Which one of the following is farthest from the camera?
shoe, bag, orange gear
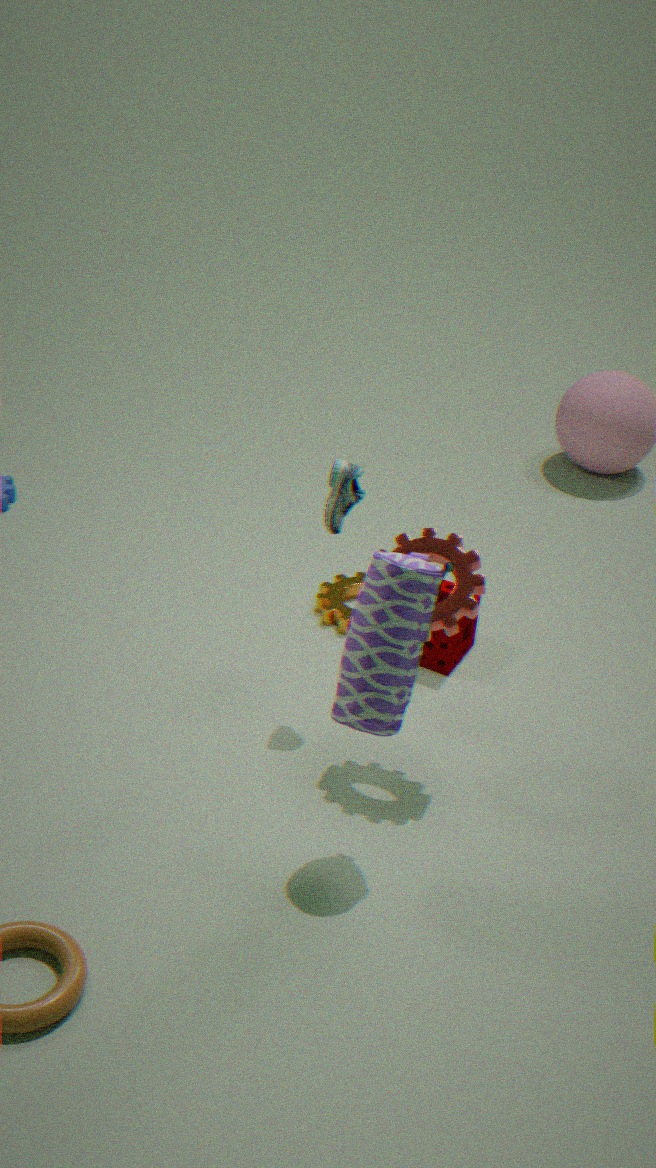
orange gear
